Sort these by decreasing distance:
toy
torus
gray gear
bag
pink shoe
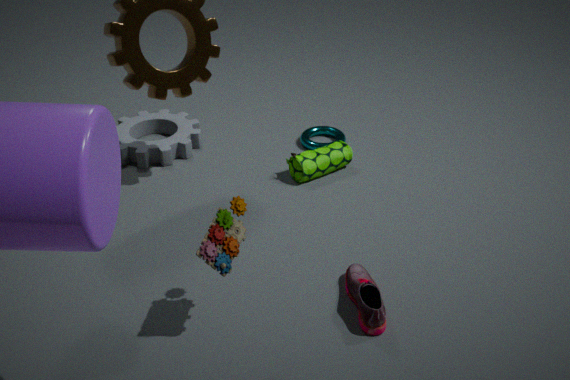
torus → gray gear → bag → pink shoe → toy
